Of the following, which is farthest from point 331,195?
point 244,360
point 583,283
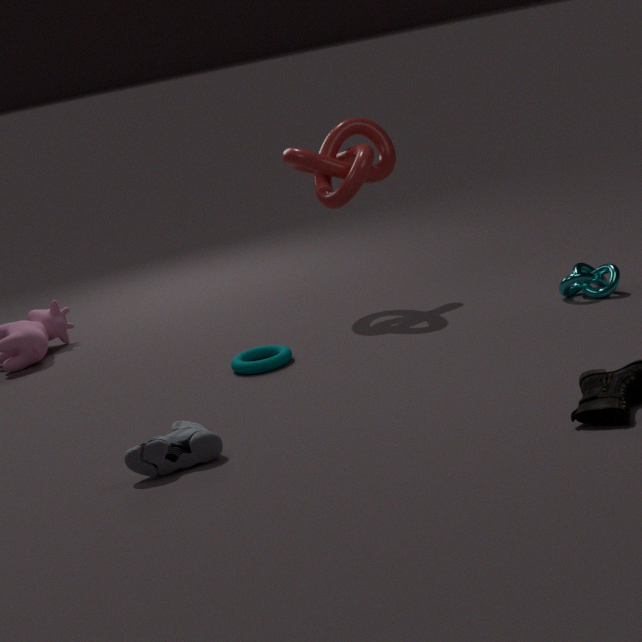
point 583,283
